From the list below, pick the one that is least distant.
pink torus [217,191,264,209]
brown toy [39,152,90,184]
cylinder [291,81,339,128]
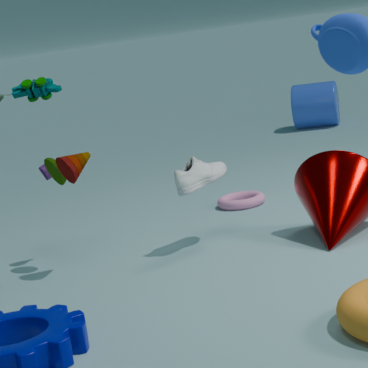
brown toy [39,152,90,184]
